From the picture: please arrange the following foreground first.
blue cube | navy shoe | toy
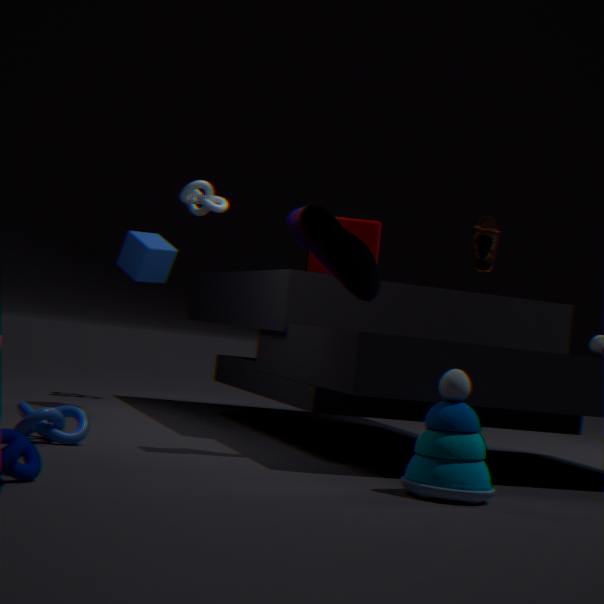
toy
navy shoe
blue cube
